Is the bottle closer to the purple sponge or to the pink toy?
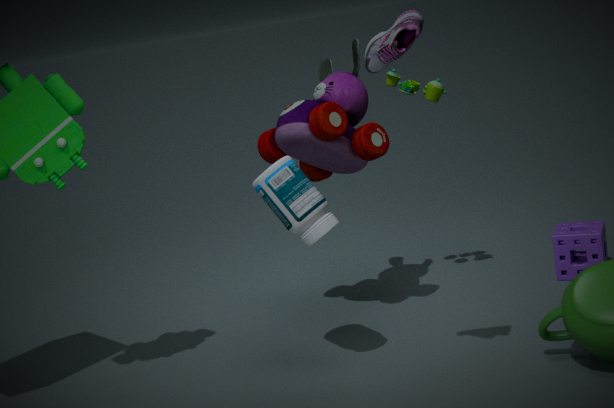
the pink toy
